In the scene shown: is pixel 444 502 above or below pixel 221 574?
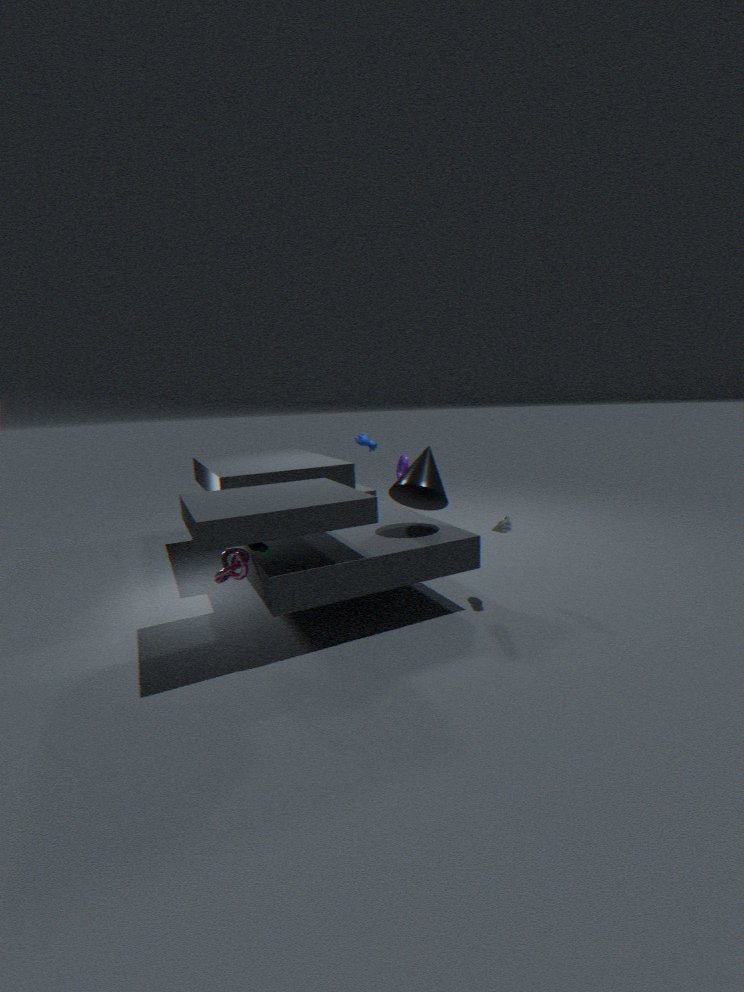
above
